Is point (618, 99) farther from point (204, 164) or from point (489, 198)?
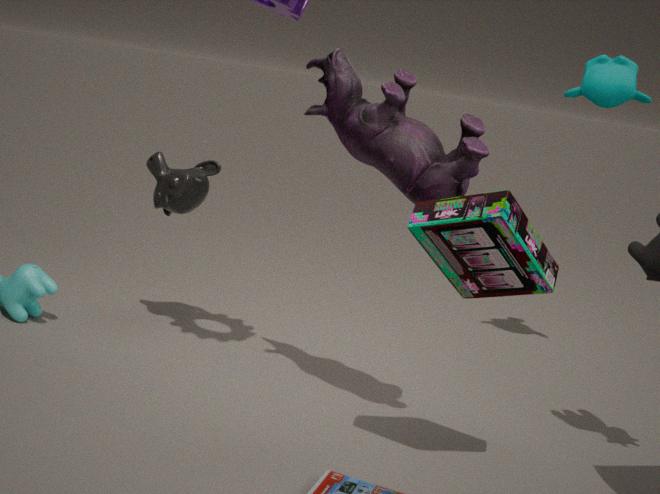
point (204, 164)
